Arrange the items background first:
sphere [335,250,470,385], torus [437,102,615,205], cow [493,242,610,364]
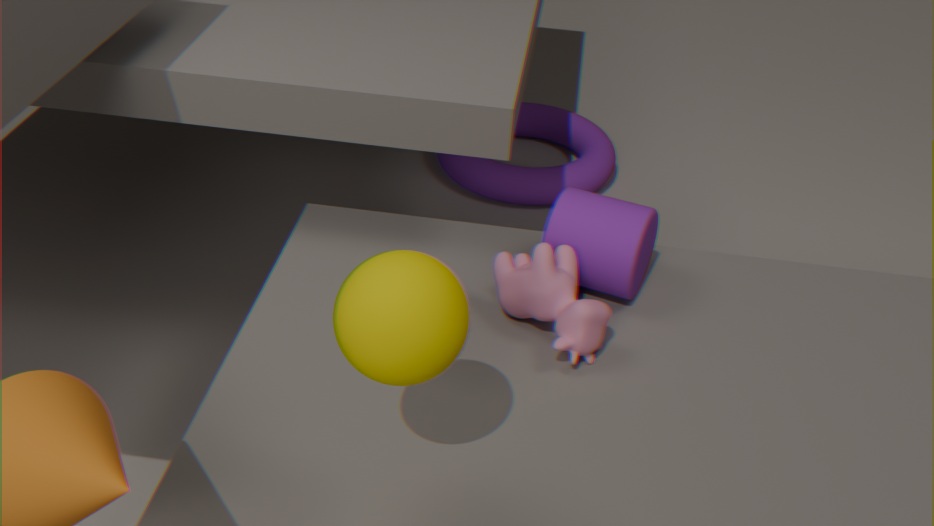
torus [437,102,615,205] → cow [493,242,610,364] → sphere [335,250,470,385]
